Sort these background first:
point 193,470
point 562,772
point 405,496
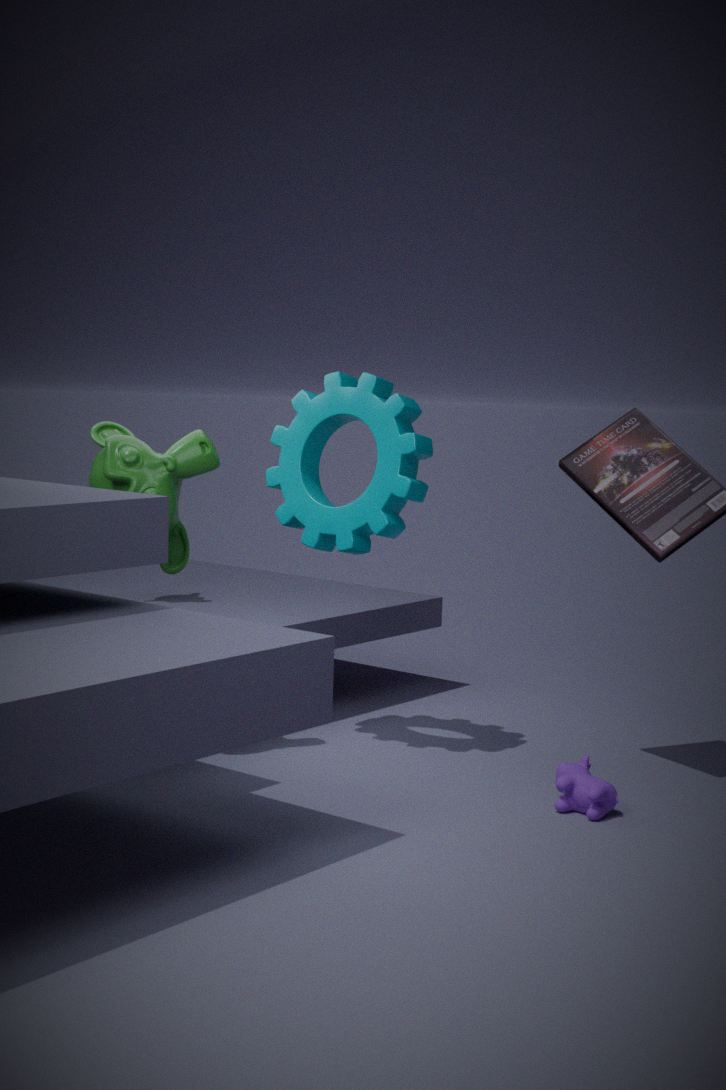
point 405,496 → point 193,470 → point 562,772
